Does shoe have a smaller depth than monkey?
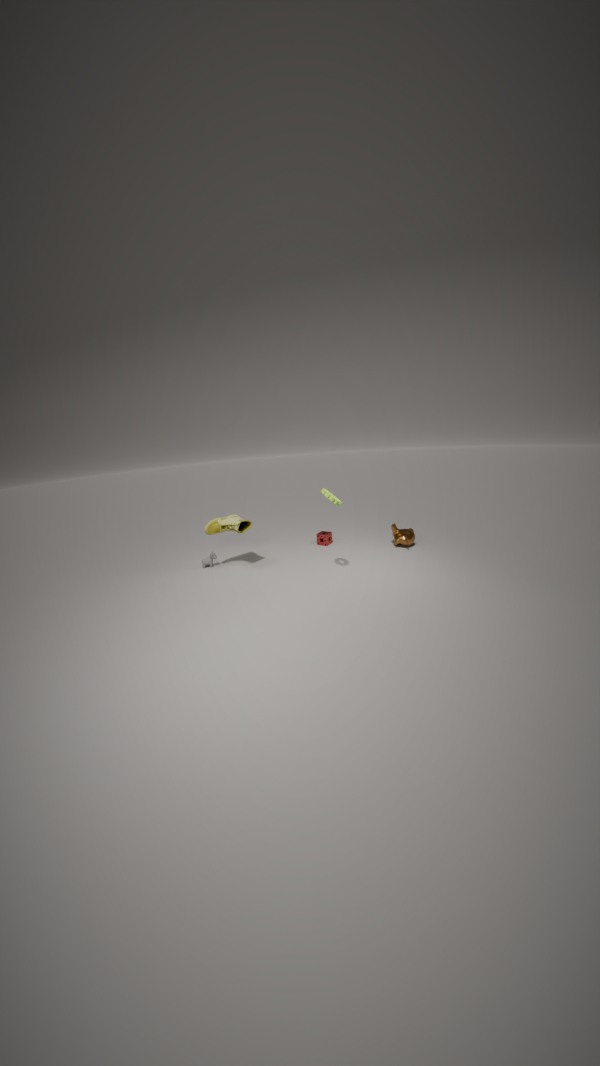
Yes
